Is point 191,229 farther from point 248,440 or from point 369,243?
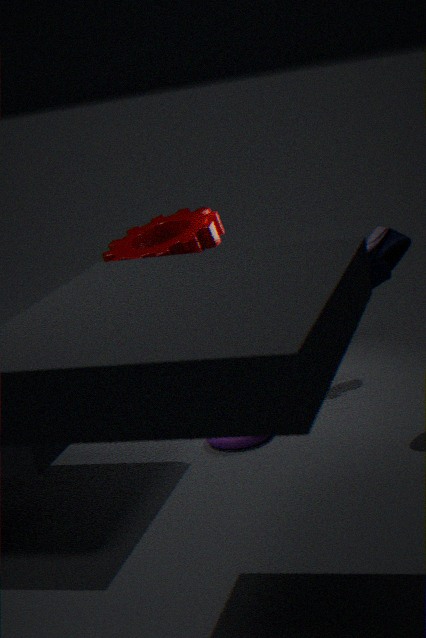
point 369,243
